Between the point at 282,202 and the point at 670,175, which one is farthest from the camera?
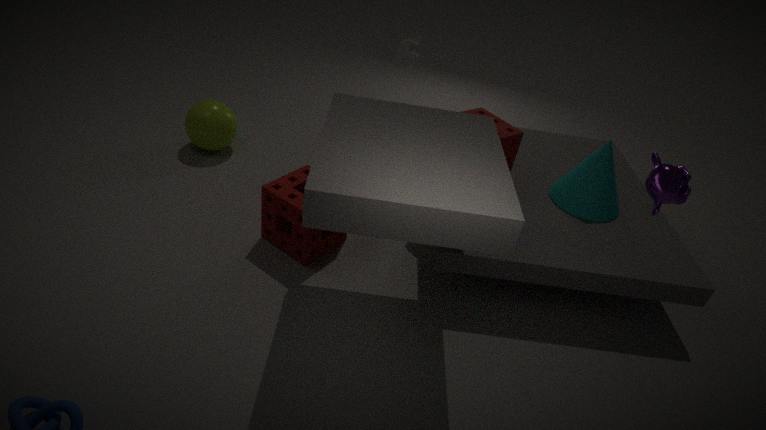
the point at 282,202
